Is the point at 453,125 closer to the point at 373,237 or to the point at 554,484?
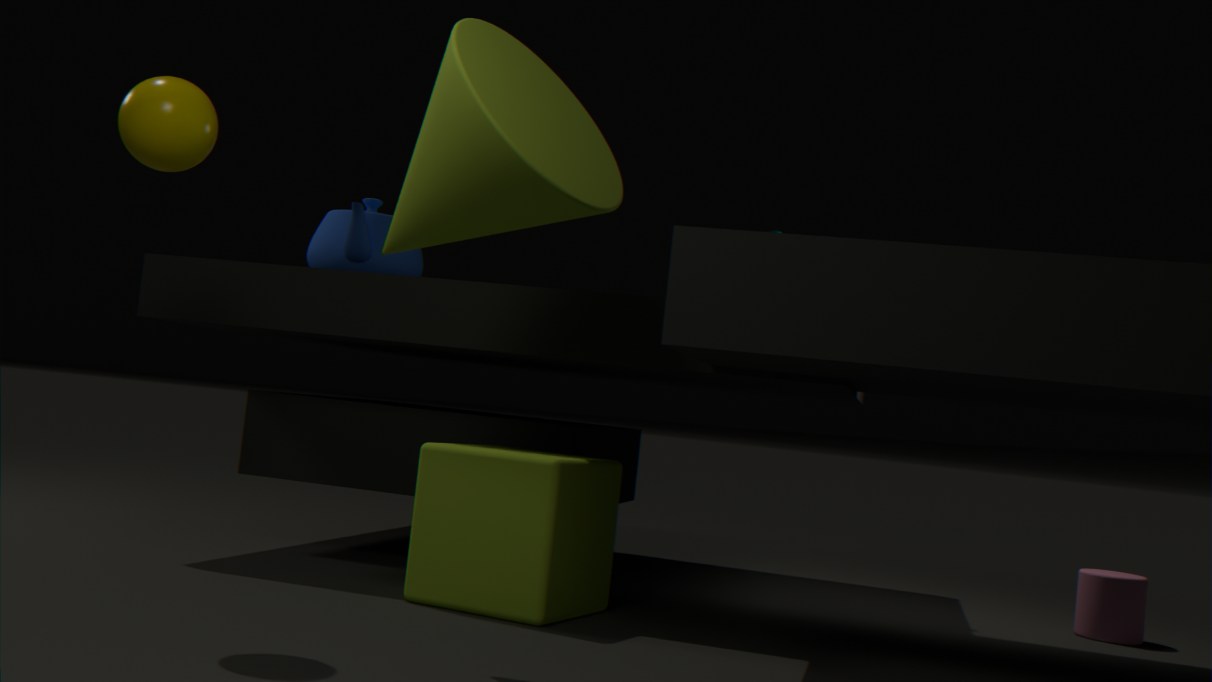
the point at 554,484
